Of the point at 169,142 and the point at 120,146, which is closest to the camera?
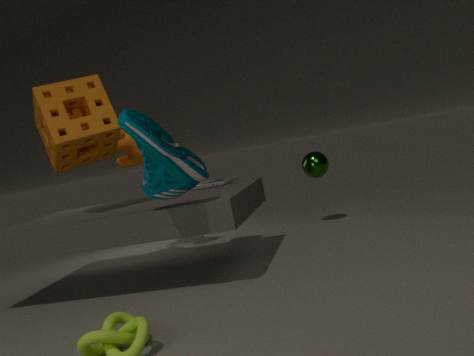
the point at 169,142
